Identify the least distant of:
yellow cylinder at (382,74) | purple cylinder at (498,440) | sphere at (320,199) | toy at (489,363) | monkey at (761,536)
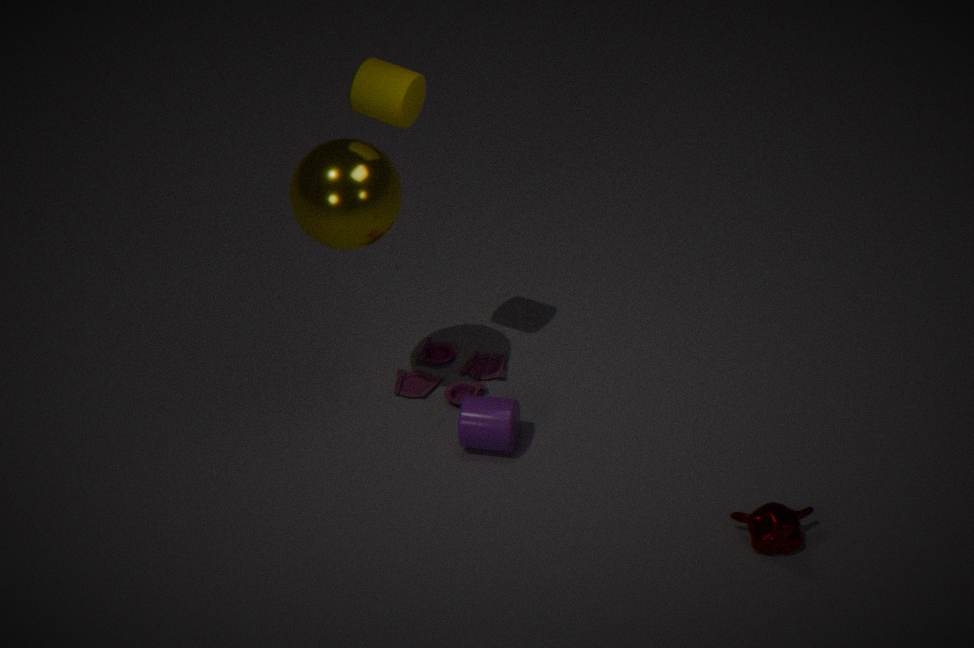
monkey at (761,536)
